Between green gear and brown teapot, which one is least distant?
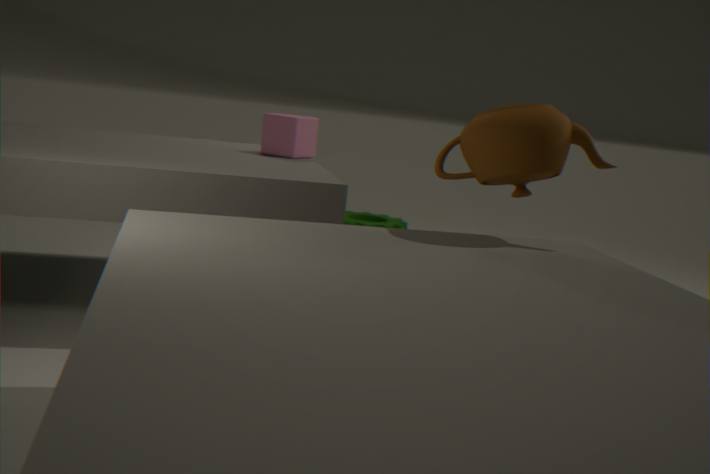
brown teapot
